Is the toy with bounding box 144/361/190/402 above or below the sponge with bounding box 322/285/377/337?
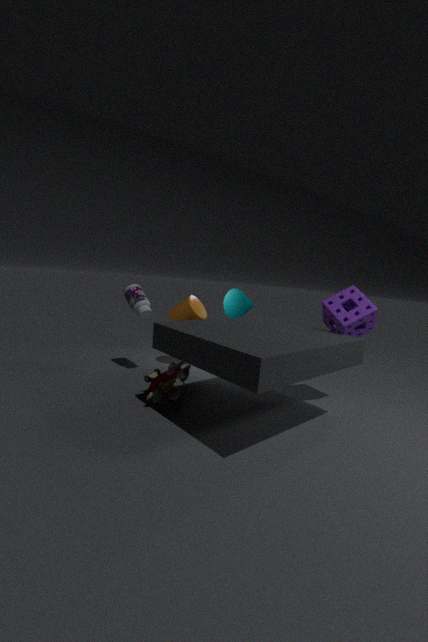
below
